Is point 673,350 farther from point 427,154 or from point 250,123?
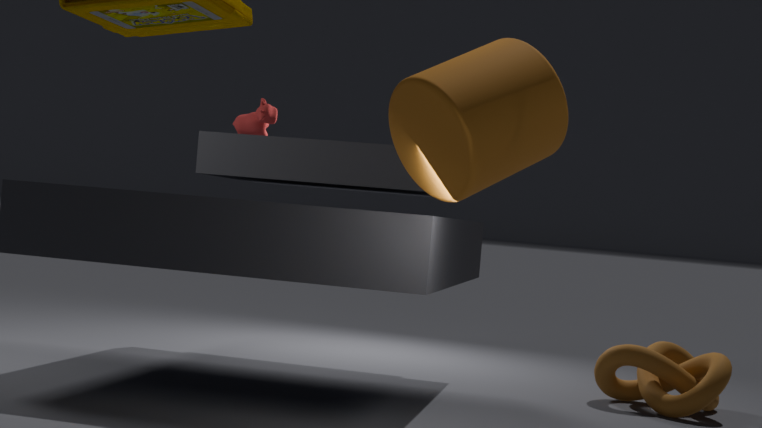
point 250,123
